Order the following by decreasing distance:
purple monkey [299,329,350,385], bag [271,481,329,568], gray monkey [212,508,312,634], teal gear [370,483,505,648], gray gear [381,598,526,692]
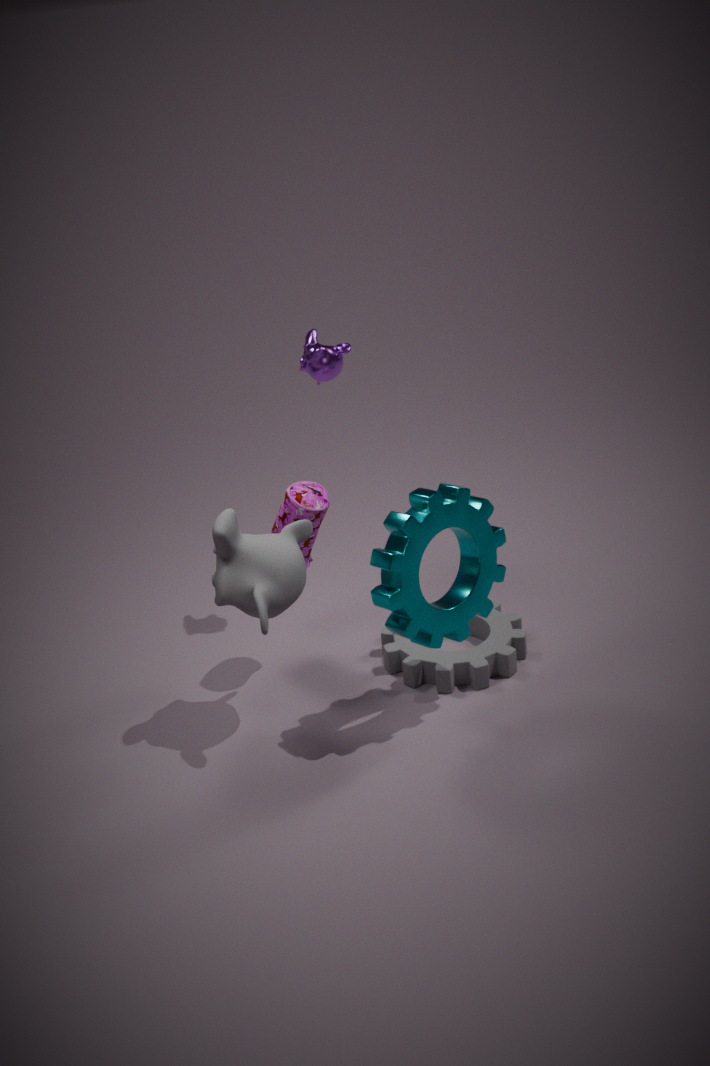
purple monkey [299,329,350,385] < gray gear [381,598,526,692] < bag [271,481,329,568] < gray monkey [212,508,312,634] < teal gear [370,483,505,648]
